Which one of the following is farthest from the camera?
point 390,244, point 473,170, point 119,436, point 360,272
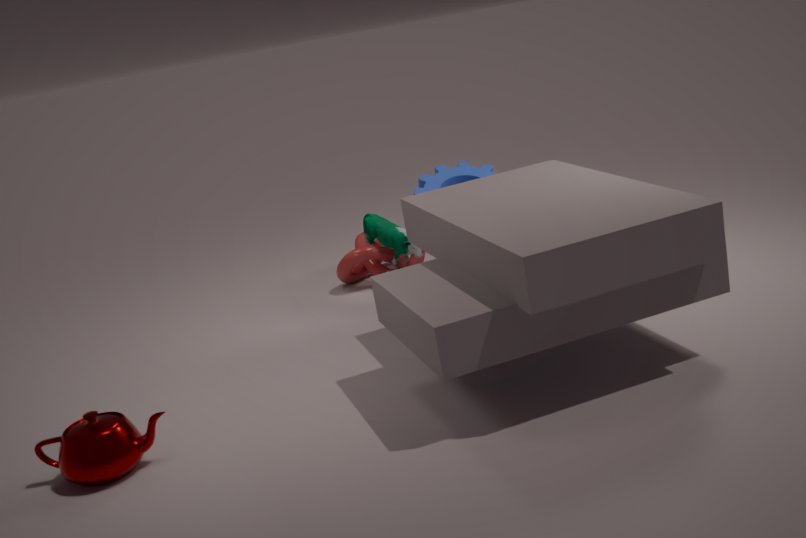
point 360,272
